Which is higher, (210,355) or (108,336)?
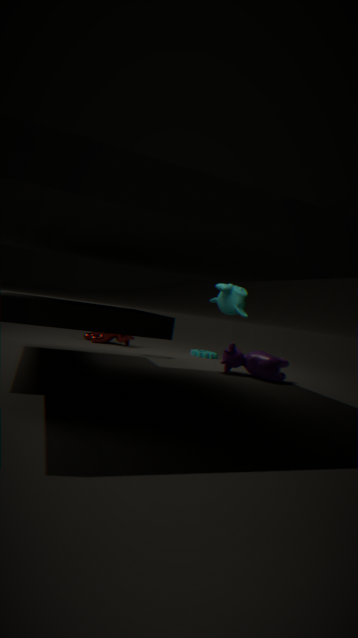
(108,336)
